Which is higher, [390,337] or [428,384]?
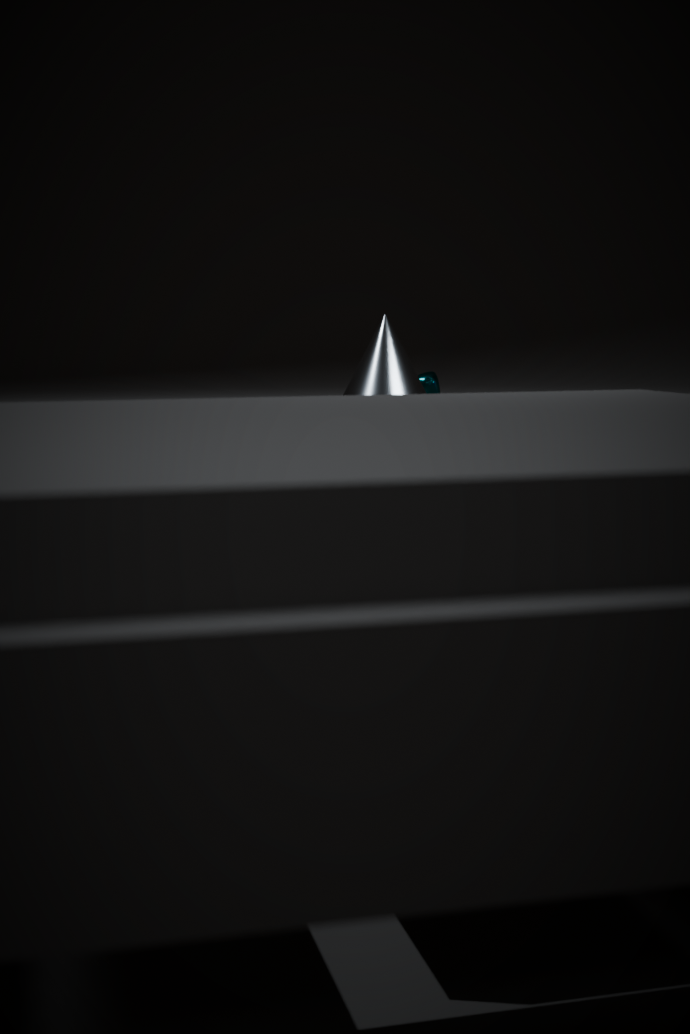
[390,337]
